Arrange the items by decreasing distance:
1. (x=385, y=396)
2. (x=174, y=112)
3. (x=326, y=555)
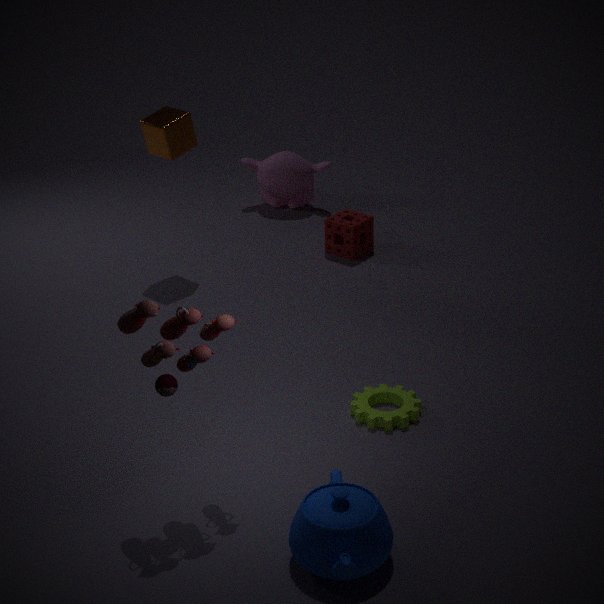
(x=174, y=112) < (x=385, y=396) < (x=326, y=555)
